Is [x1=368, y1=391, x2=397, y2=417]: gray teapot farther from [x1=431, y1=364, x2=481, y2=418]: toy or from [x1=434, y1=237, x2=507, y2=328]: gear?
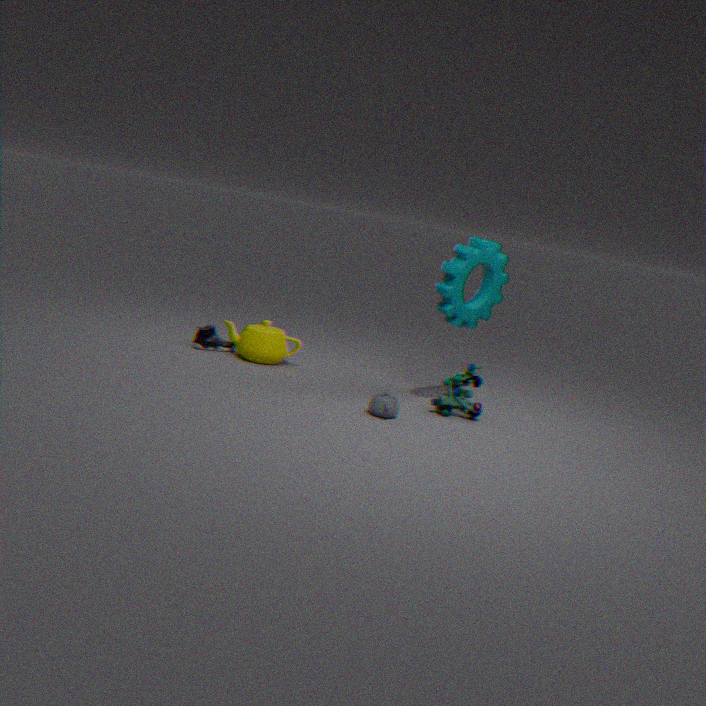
[x1=434, y1=237, x2=507, y2=328]: gear
